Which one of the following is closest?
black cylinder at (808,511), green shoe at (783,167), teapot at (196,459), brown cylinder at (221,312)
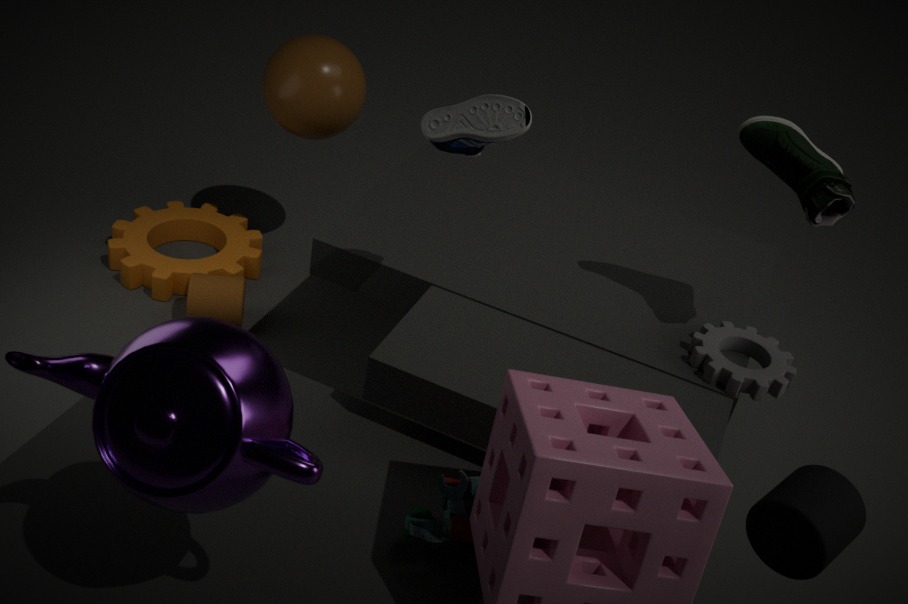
teapot at (196,459)
